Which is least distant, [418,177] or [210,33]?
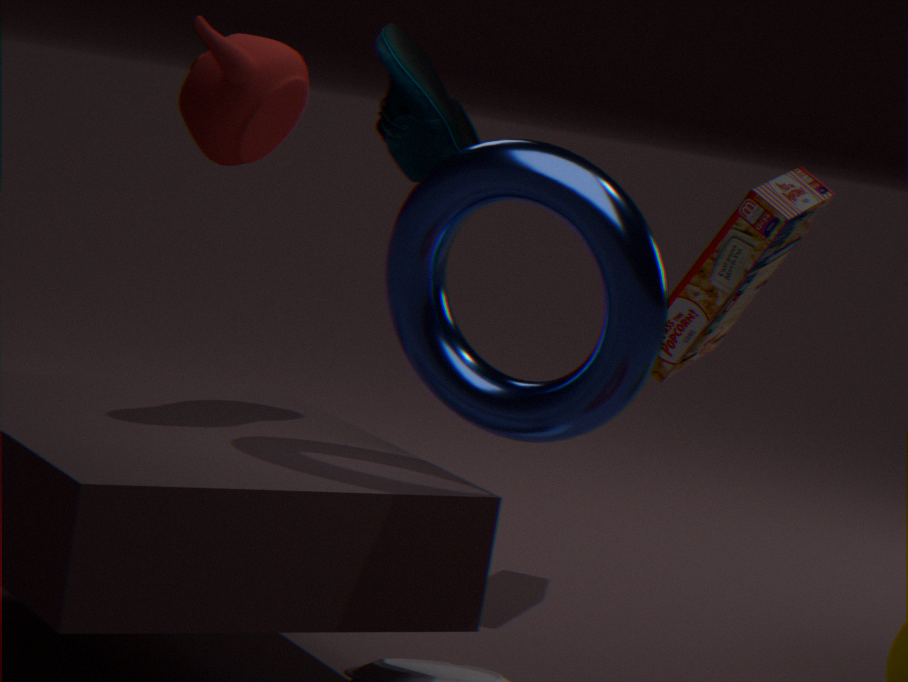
[418,177]
